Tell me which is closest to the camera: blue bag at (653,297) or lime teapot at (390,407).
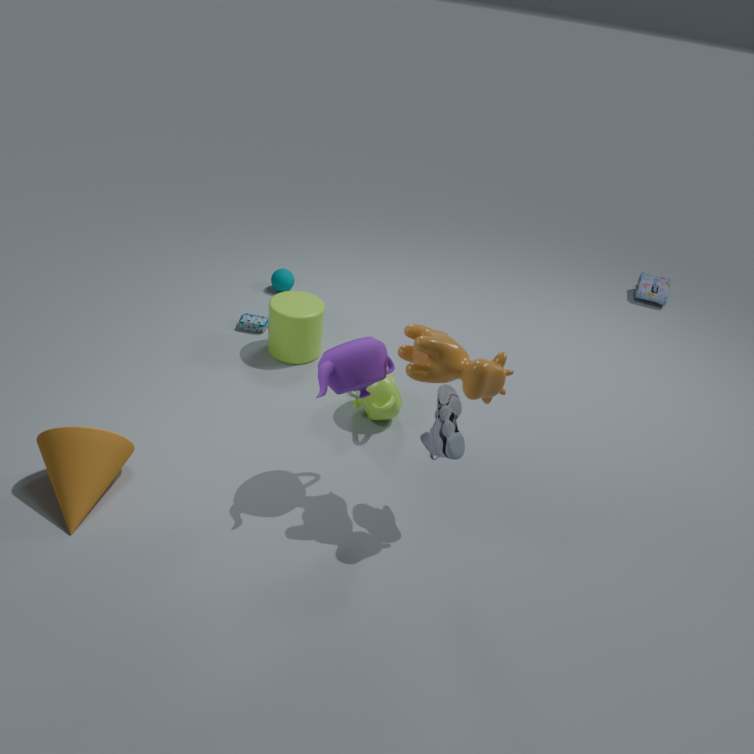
lime teapot at (390,407)
